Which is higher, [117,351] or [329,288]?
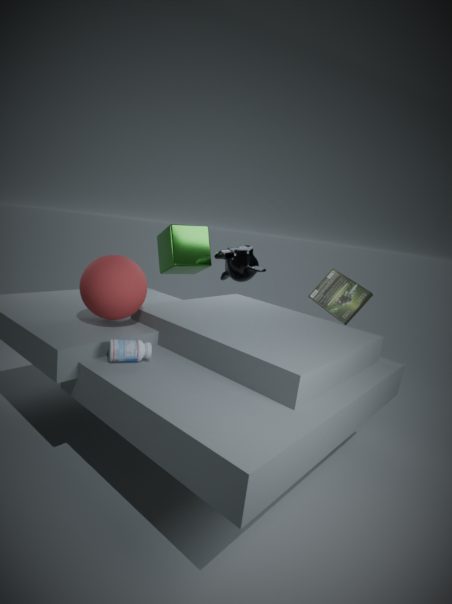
[329,288]
